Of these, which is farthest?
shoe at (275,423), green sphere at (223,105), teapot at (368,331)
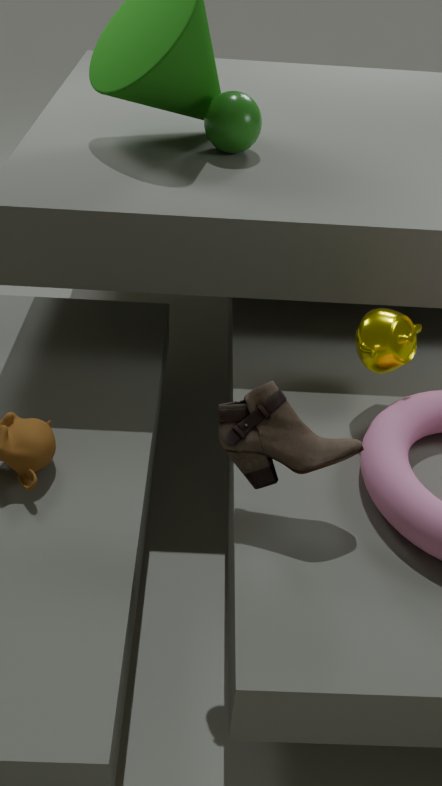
green sphere at (223,105)
